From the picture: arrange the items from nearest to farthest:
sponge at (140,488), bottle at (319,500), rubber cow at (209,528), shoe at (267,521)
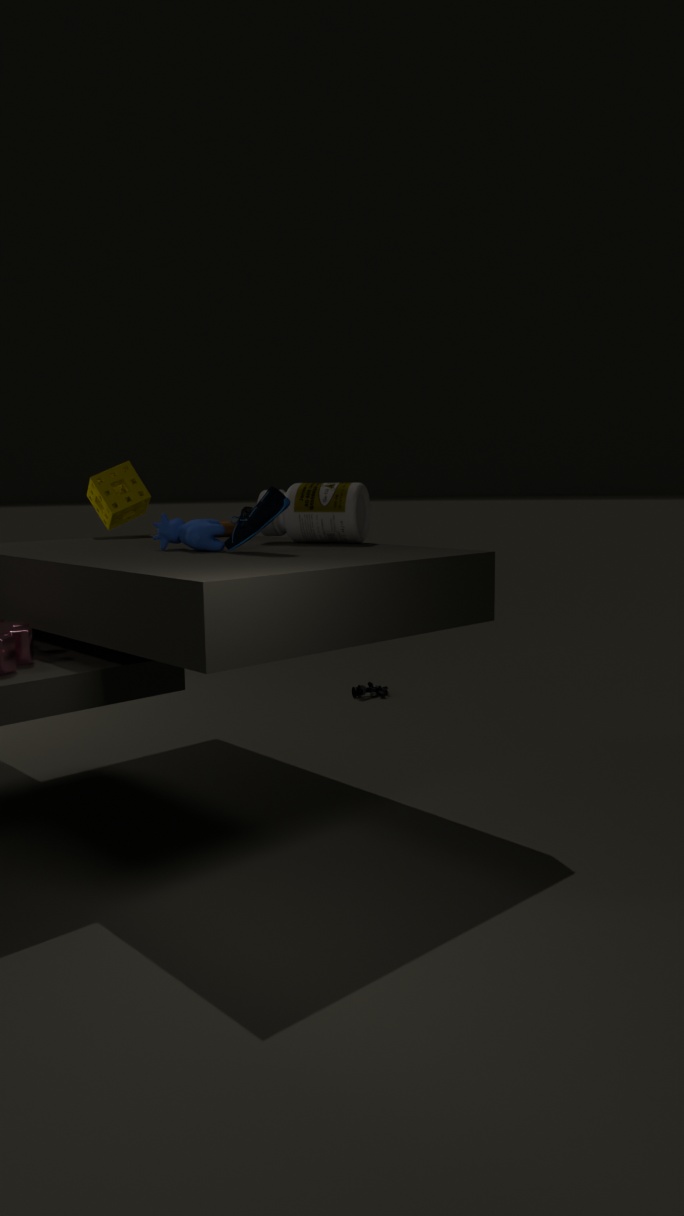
1. shoe at (267,521)
2. rubber cow at (209,528)
3. bottle at (319,500)
4. sponge at (140,488)
